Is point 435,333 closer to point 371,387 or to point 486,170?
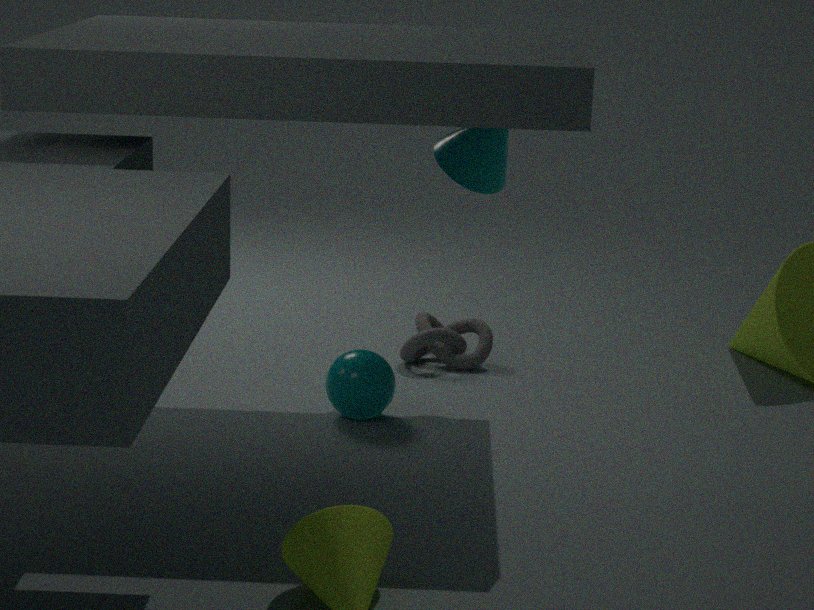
point 371,387
